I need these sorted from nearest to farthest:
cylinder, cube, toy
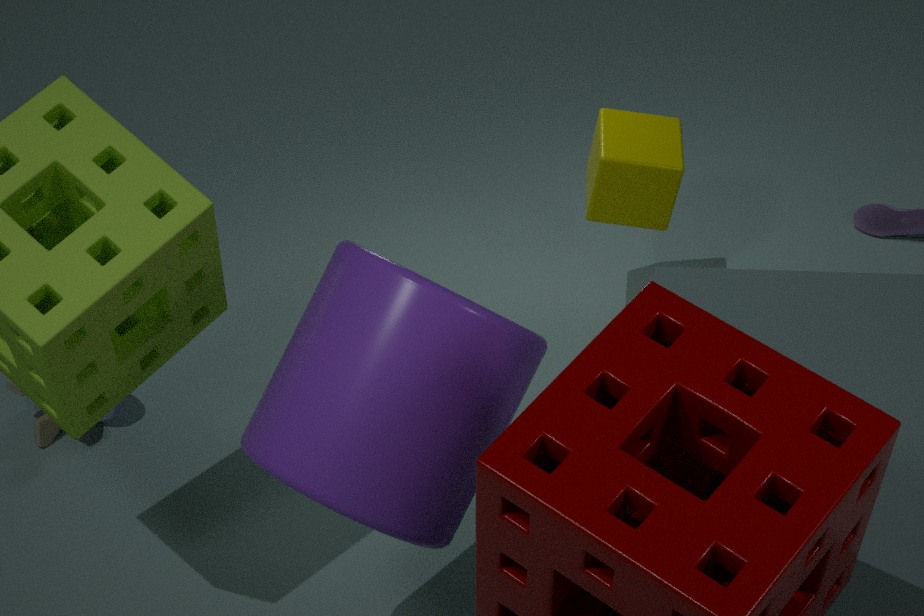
cylinder < cube < toy
